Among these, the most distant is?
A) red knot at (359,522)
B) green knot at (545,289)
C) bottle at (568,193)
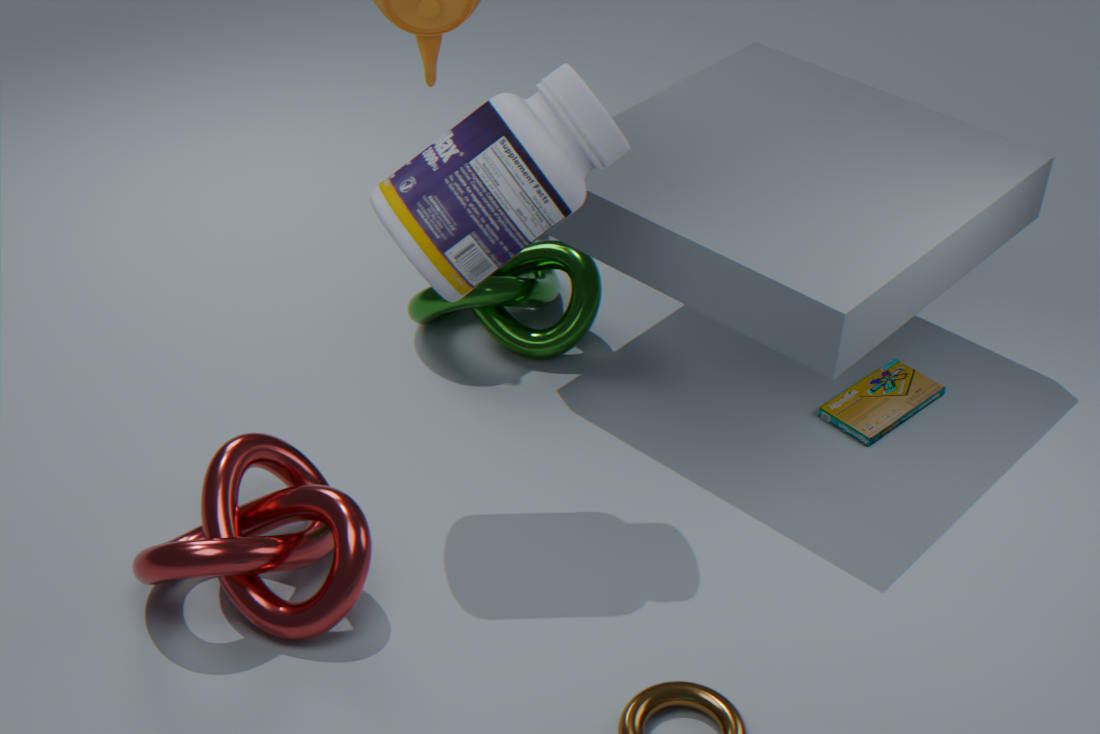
green knot at (545,289)
